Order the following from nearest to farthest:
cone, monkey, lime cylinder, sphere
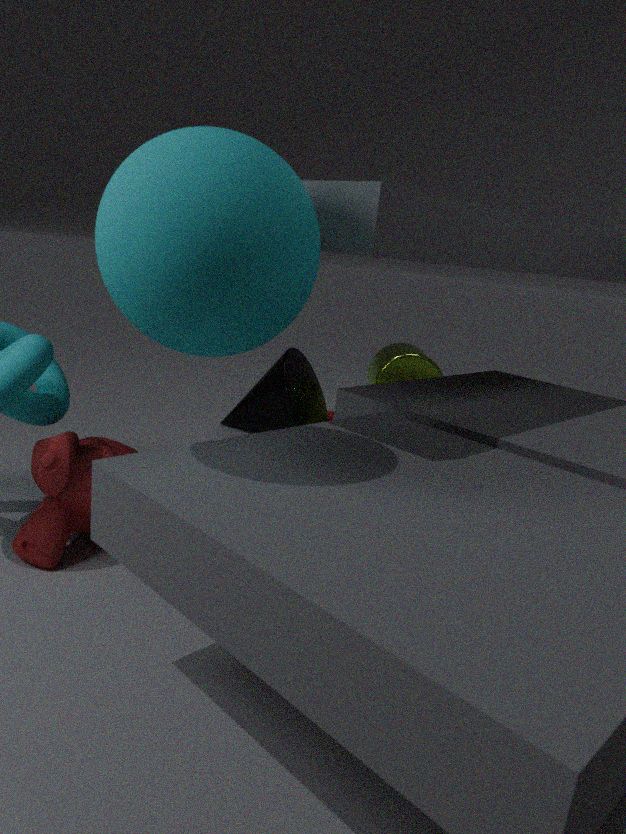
sphere → monkey → cone → lime cylinder
